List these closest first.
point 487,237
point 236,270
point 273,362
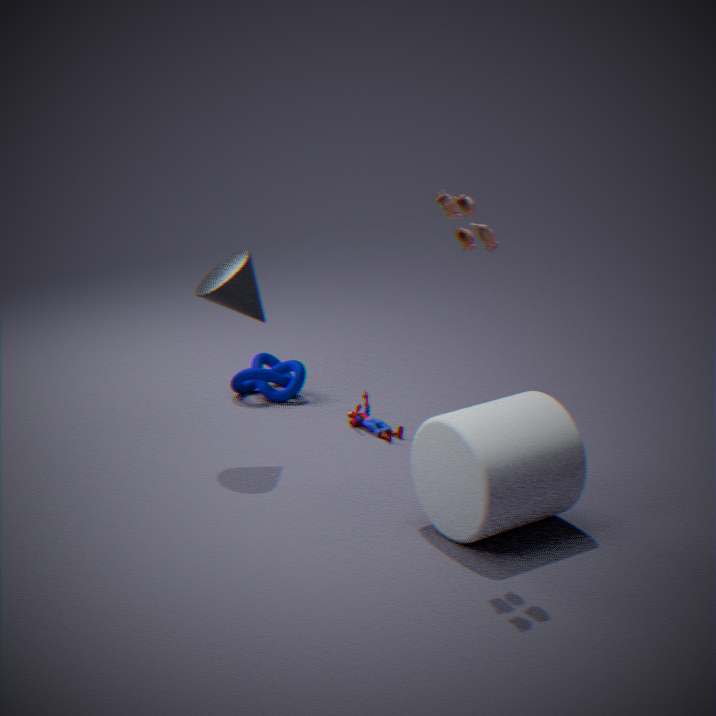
point 487,237 < point 236,270 < point 273,362
